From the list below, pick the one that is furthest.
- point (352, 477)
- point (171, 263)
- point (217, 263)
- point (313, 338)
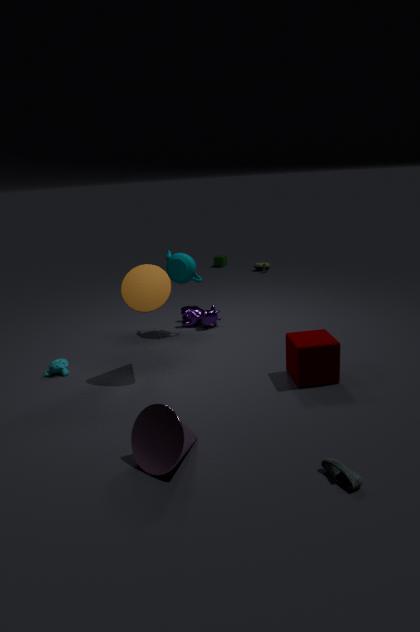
point (217, 263)
